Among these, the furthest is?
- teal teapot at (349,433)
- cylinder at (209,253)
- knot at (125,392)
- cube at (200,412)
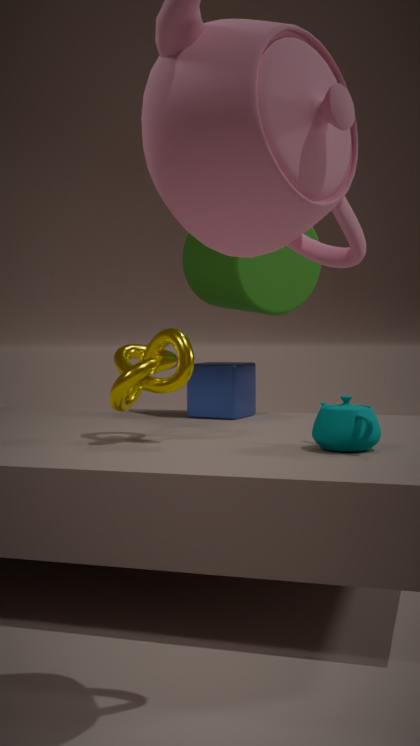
cube at (200,412)
